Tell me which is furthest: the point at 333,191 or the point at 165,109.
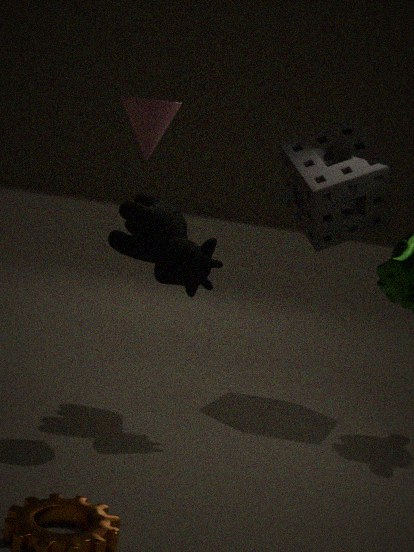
the point at 333,191
